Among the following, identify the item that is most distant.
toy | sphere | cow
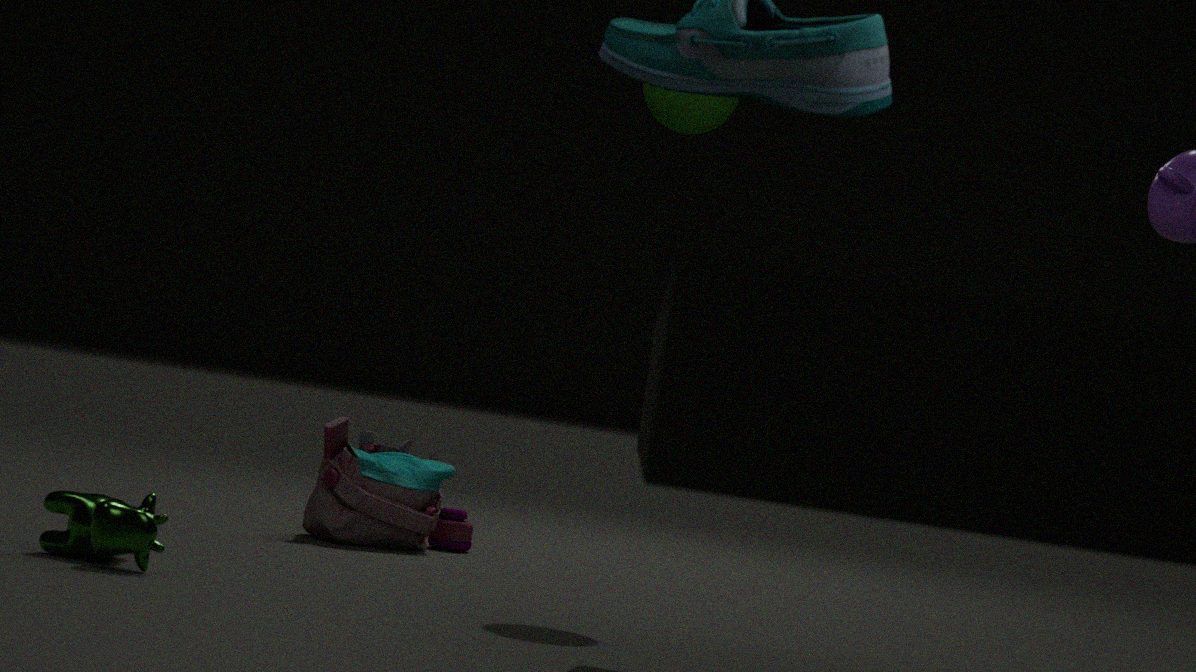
toy
